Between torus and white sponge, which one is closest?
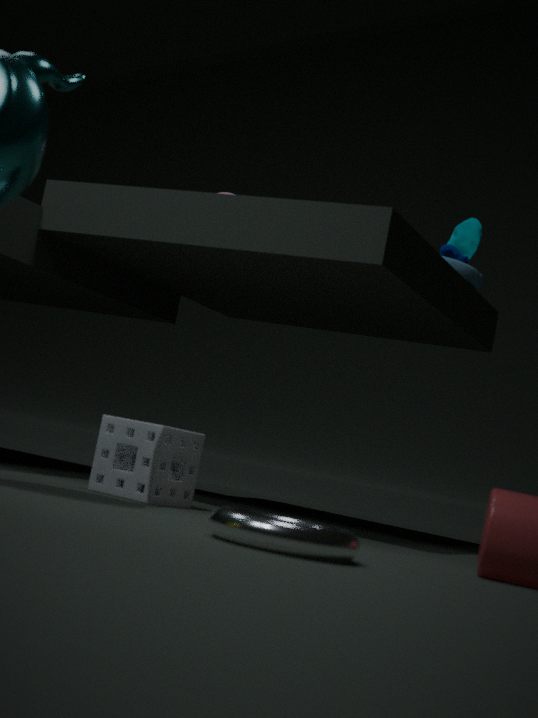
torus
